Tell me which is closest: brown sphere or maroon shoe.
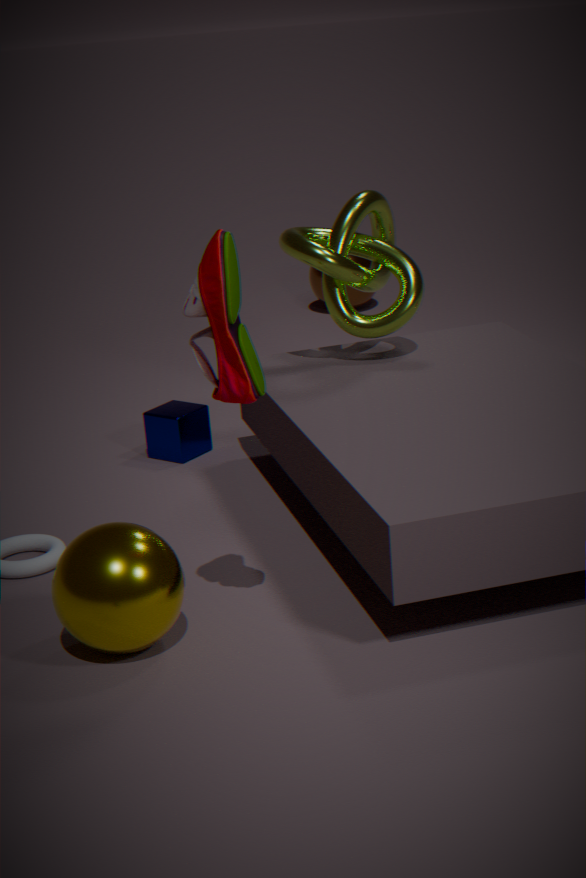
maroon shoe
